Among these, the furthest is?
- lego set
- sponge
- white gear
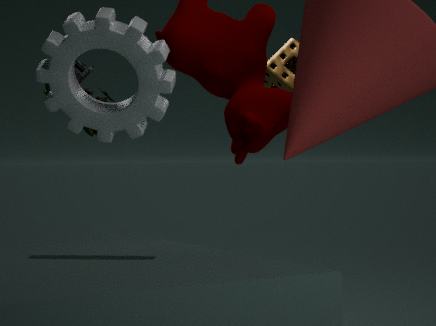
sponge
